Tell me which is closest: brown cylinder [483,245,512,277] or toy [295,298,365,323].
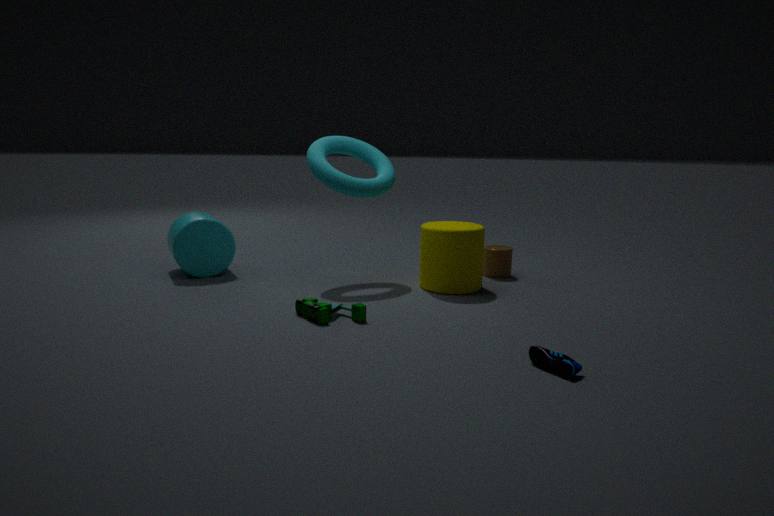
toy [295,298,365,323]
